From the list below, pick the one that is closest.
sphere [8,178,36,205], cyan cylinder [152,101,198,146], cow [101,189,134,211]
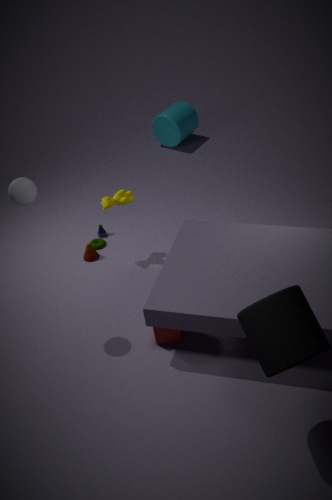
sphere [8,178,36,205]
